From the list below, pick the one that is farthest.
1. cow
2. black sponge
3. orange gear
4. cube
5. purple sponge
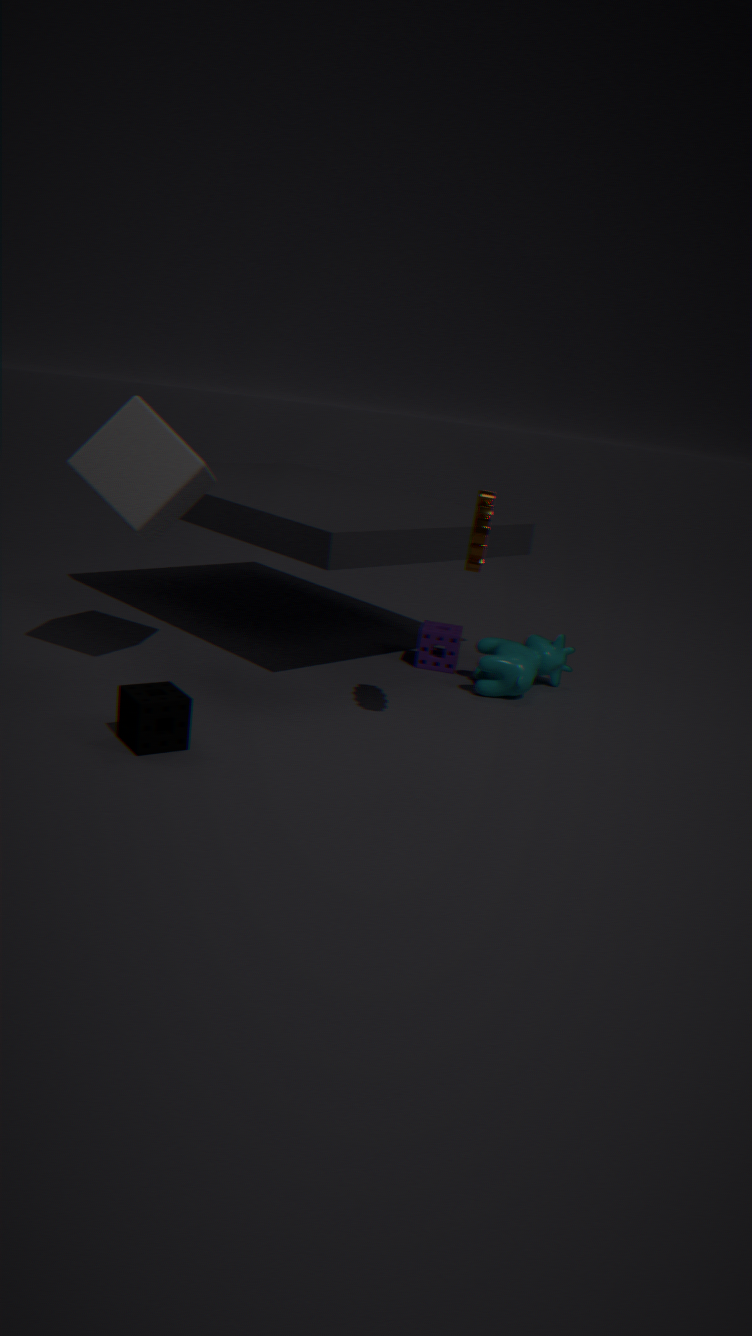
purple sponge
